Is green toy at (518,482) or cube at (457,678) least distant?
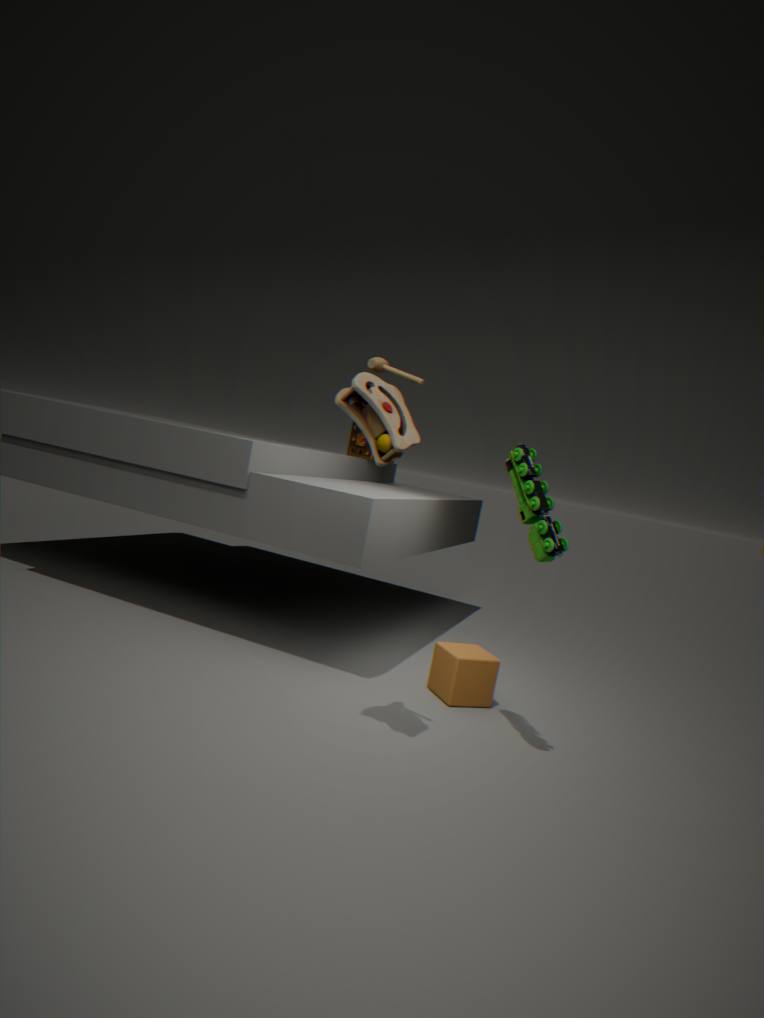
green toy at (518,482)
